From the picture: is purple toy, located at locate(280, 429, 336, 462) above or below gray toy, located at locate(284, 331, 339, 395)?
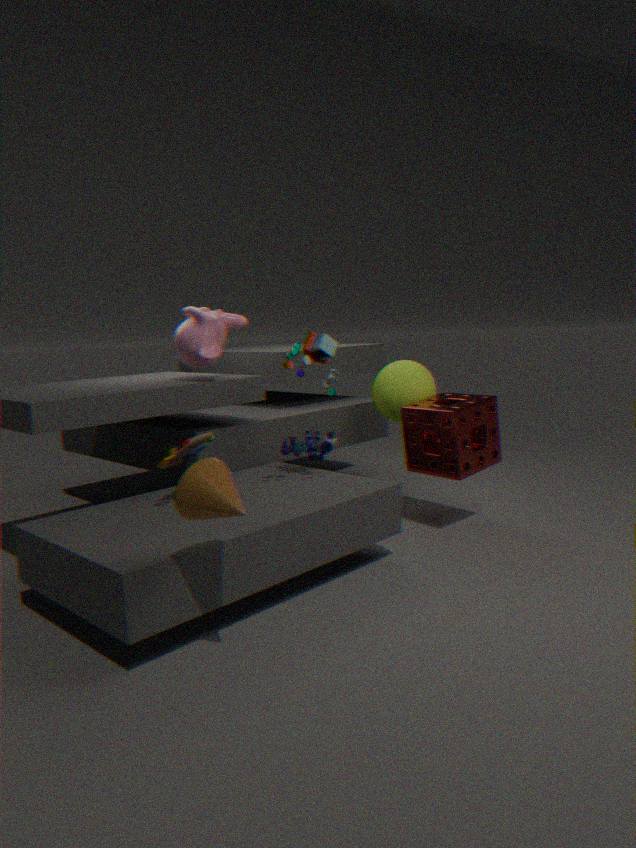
below
